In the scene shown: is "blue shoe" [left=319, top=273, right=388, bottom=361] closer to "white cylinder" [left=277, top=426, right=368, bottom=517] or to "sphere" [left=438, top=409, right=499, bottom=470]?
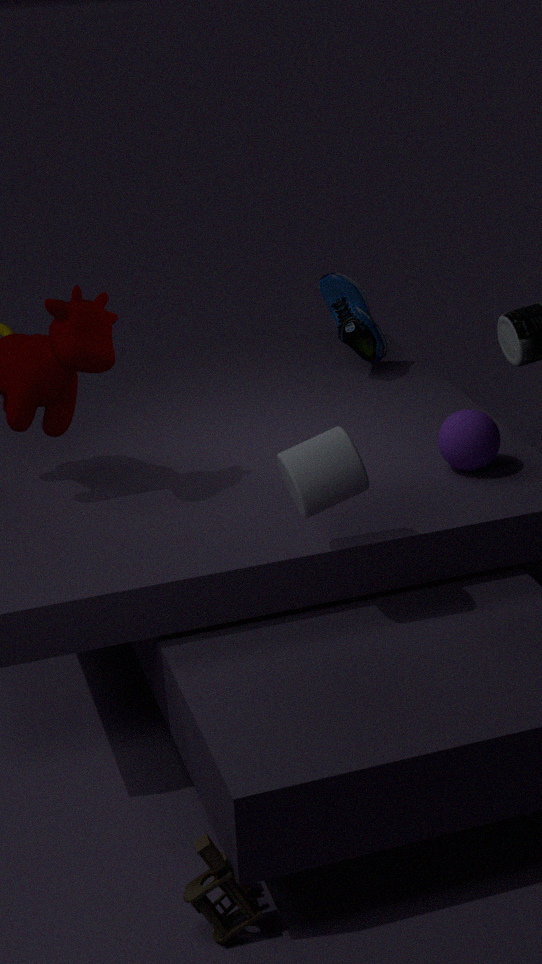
"sphere" [left=438, top=409, right=499, bottom=470]
